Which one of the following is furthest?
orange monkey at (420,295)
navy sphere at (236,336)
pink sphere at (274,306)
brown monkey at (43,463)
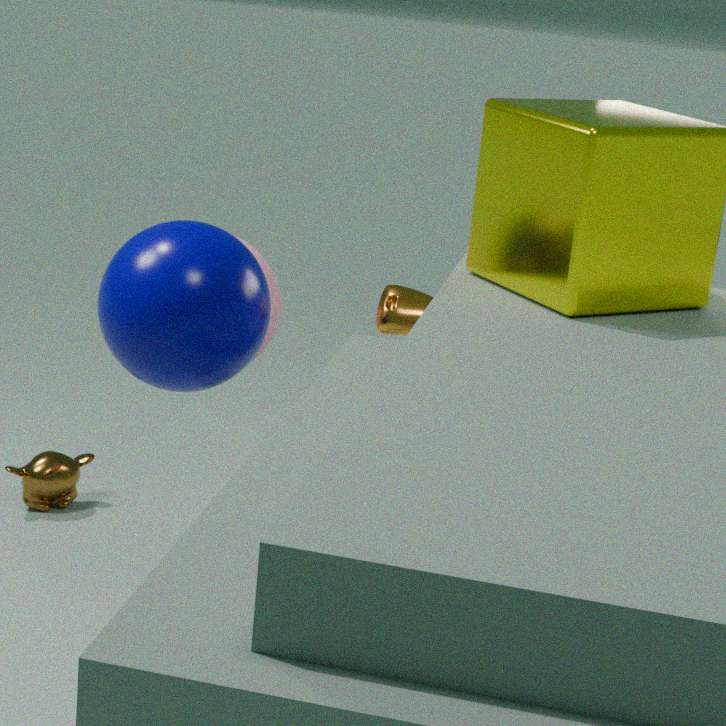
brown monkey at (43,463)
